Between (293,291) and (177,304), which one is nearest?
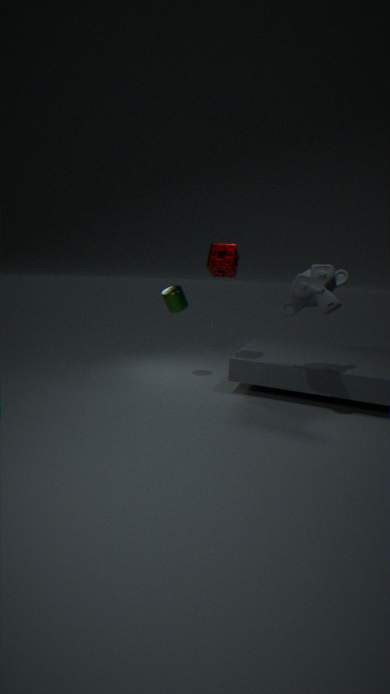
(293,291)
